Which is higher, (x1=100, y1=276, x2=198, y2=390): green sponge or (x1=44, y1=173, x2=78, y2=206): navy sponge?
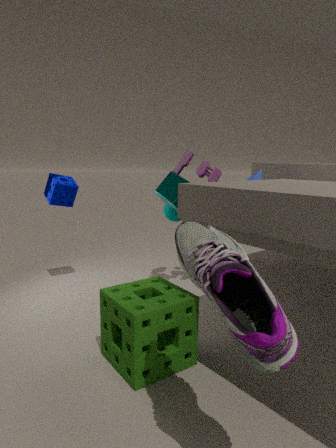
(x1=44, y1=173, x2=78, y2=206): navy sponge
